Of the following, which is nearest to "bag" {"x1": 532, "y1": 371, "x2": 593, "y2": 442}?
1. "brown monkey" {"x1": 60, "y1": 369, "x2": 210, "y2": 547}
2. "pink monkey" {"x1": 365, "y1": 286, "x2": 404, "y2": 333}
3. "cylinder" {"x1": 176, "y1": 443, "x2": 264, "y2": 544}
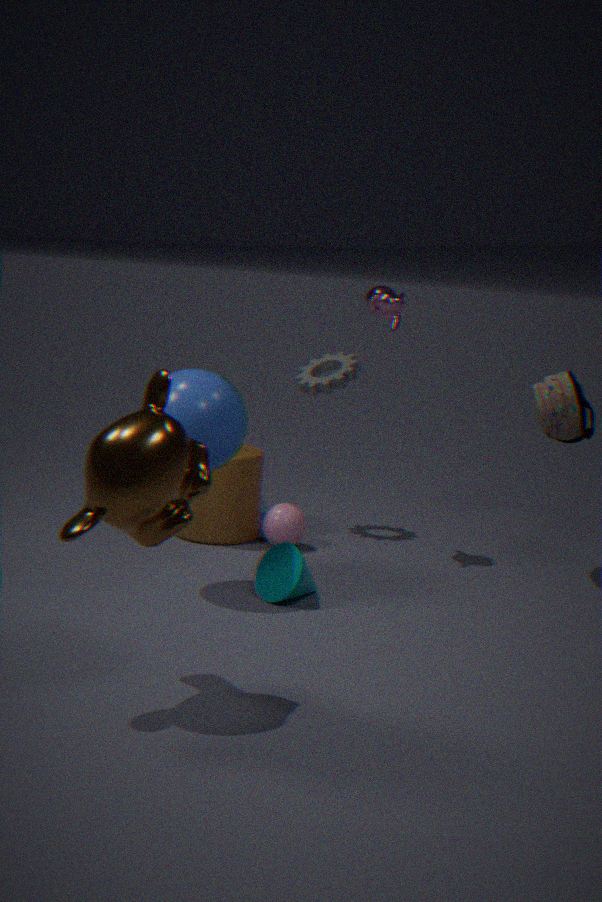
"pink monkey" {"x1": 365, "y1": 286, "x2": 404, "y2": 333}
